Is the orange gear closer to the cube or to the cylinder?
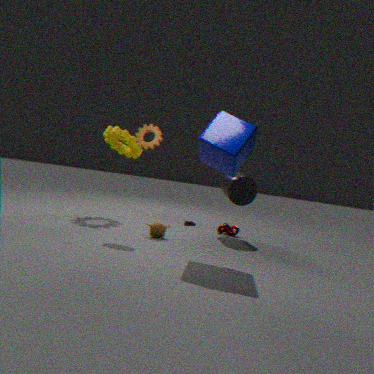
the cube
